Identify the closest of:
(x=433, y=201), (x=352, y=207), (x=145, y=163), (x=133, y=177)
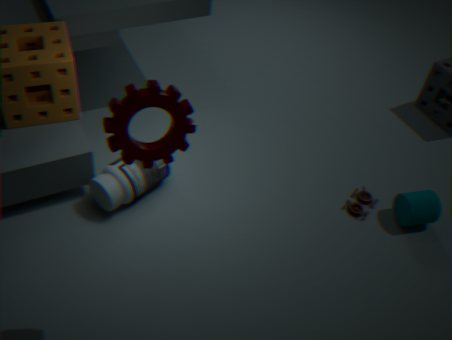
(x=145, y=163)
